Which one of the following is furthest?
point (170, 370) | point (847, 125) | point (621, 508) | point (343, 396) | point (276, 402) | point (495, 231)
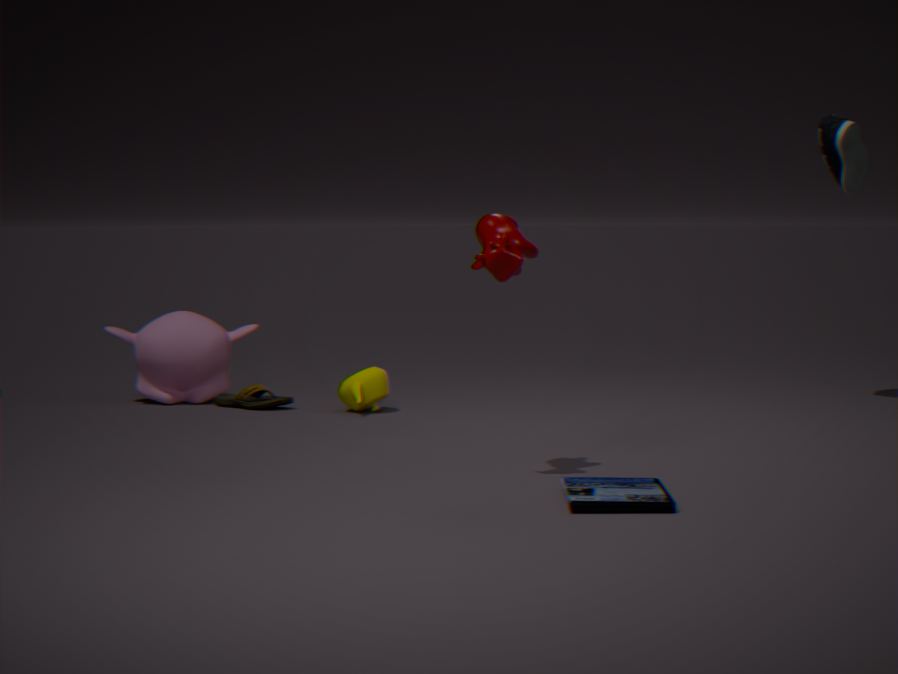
point (170, 370)
